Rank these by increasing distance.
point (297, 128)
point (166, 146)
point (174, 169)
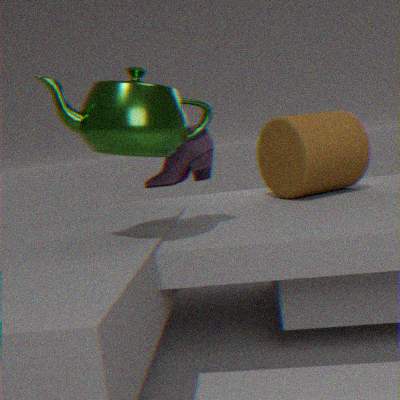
1. point (166, 146)
2. point (174, 169)
3. point (297, 128)
